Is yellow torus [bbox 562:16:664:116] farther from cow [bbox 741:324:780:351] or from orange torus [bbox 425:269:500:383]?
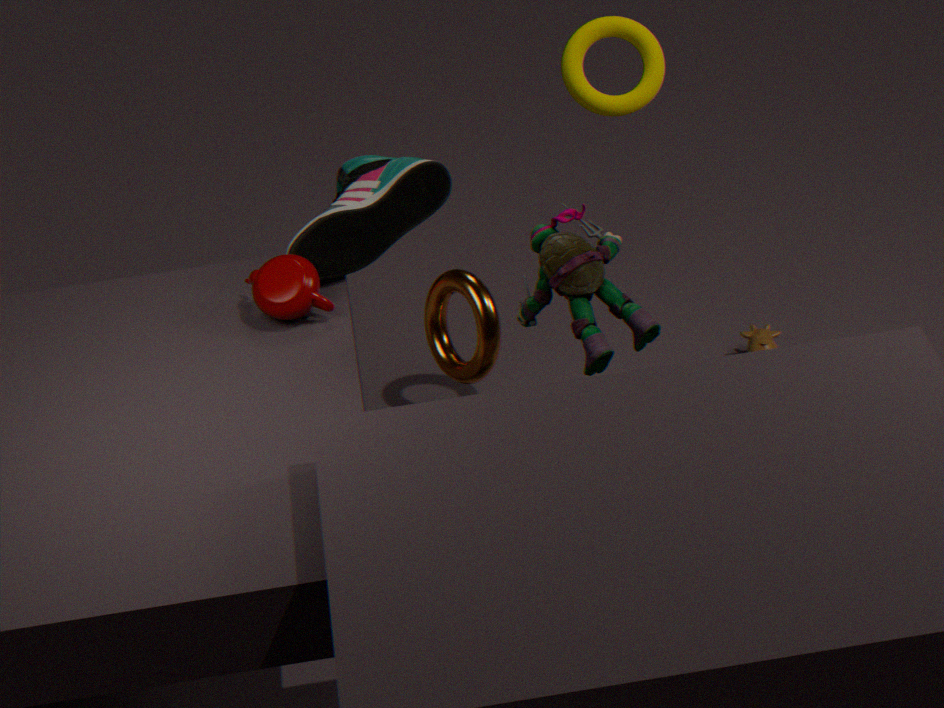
cow [bbox 741:324:780:351]
